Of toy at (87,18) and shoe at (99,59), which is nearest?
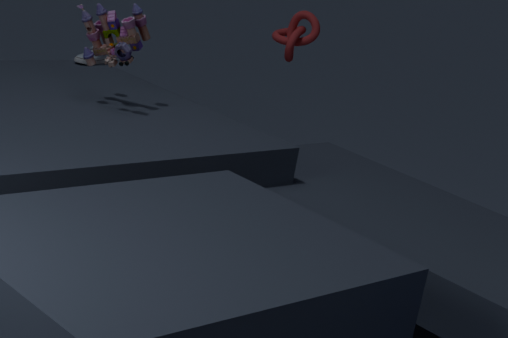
toy at (87,18)
